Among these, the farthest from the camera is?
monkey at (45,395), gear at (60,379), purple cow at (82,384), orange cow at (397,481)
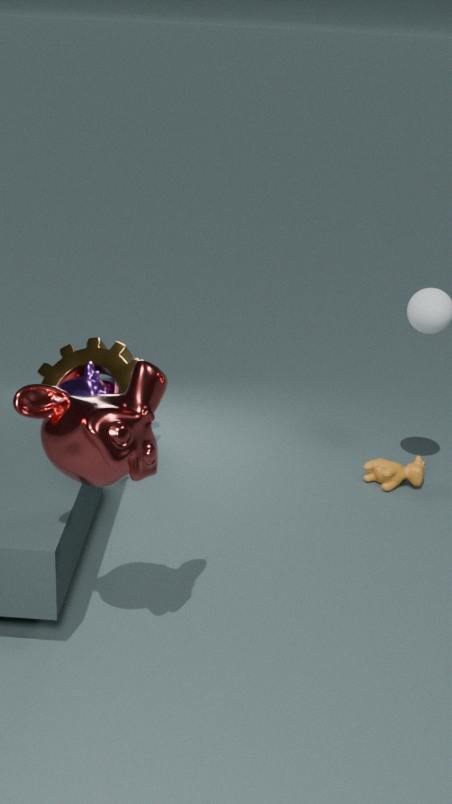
gear at (60,379)
